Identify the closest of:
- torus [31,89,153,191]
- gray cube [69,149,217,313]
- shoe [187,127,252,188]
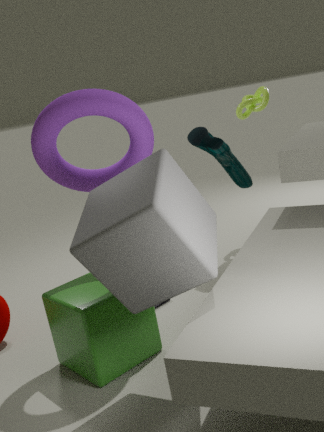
gray cube [69,149,217,313]
